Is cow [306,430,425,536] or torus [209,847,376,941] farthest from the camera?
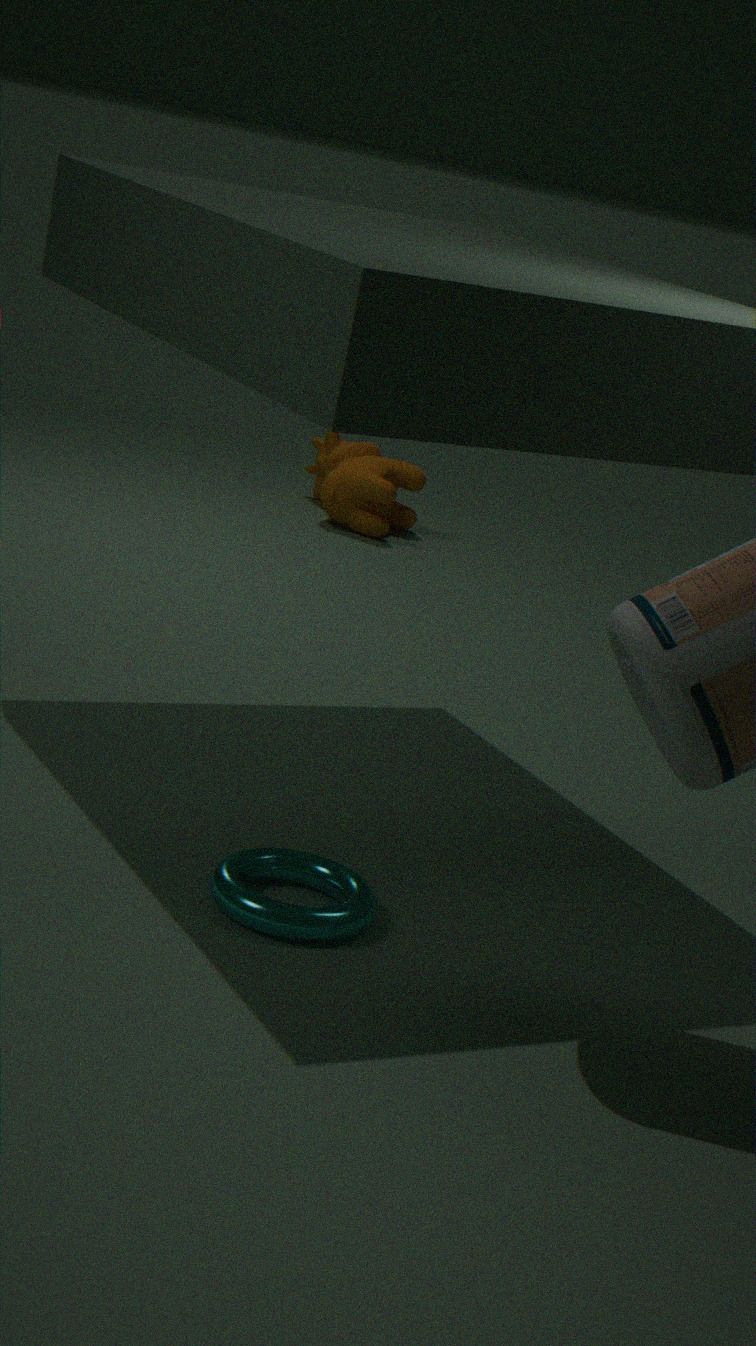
cow [306,430,425,536]
